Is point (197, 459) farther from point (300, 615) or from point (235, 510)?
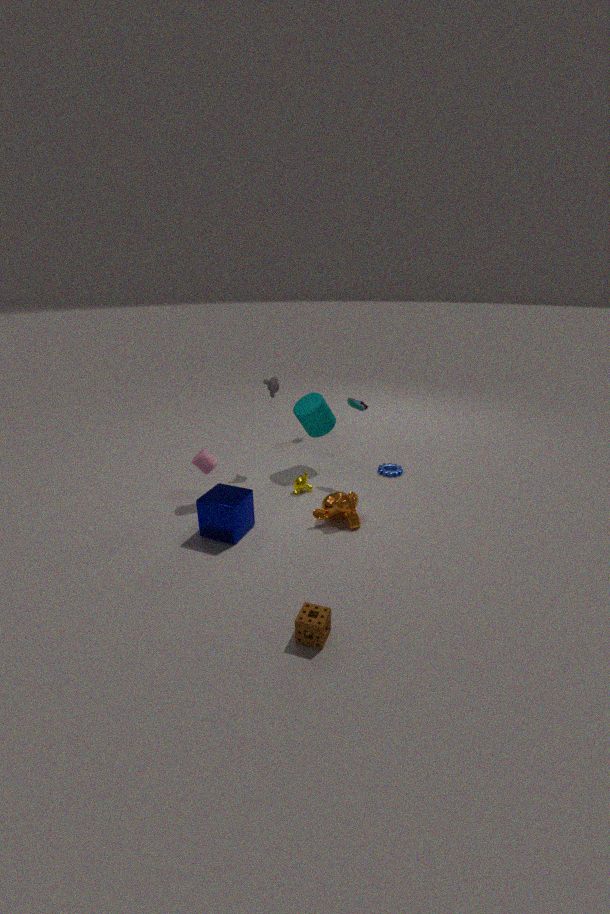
point (300, 615)
